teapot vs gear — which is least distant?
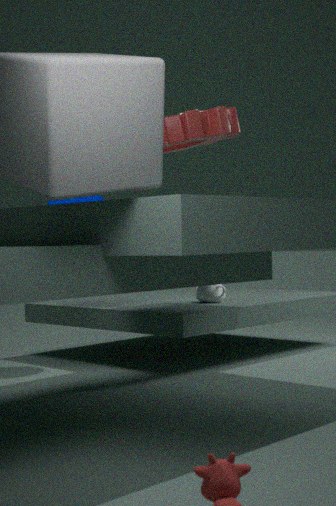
gear
